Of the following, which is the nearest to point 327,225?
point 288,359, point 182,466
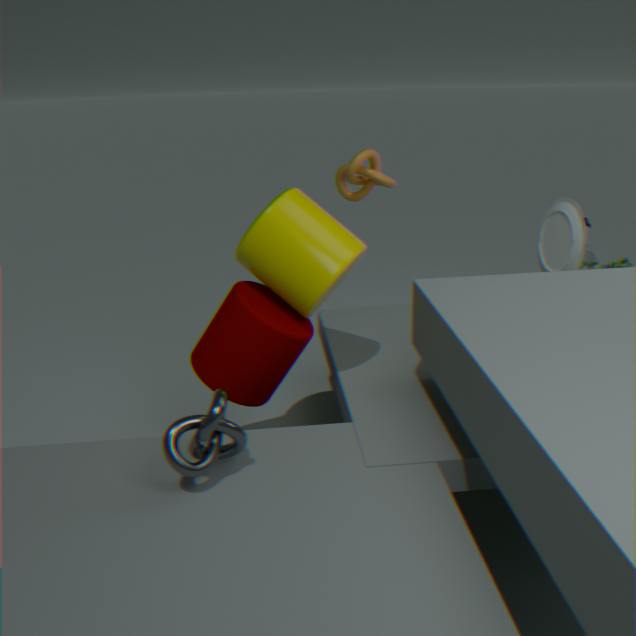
point 288,359
